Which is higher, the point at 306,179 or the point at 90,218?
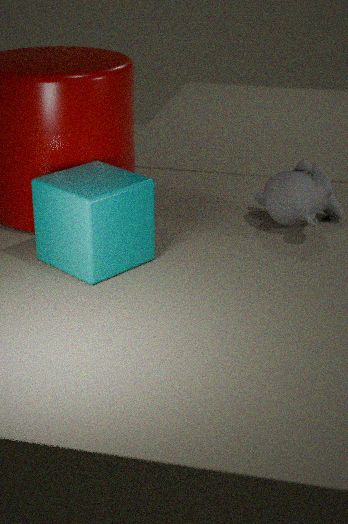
the point at 90,218
